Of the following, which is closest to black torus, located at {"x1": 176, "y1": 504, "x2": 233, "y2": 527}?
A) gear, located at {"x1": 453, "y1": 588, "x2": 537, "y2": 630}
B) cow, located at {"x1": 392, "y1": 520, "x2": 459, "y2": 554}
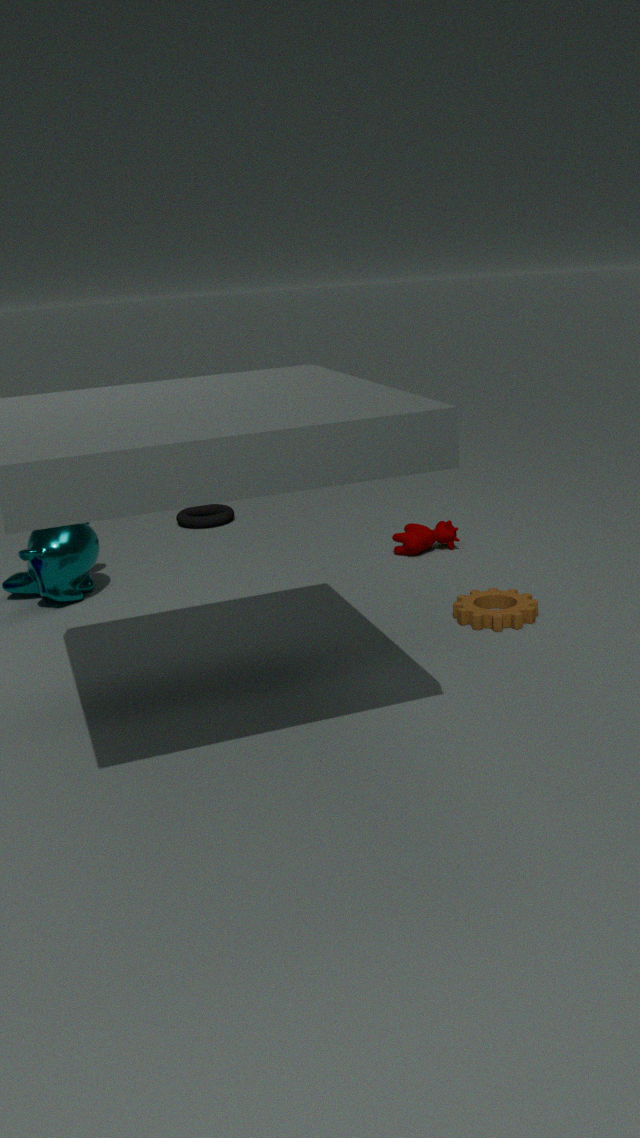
cow, located at {"x1": 392, "y1": 520, "x2": 459, "y2": 554}
